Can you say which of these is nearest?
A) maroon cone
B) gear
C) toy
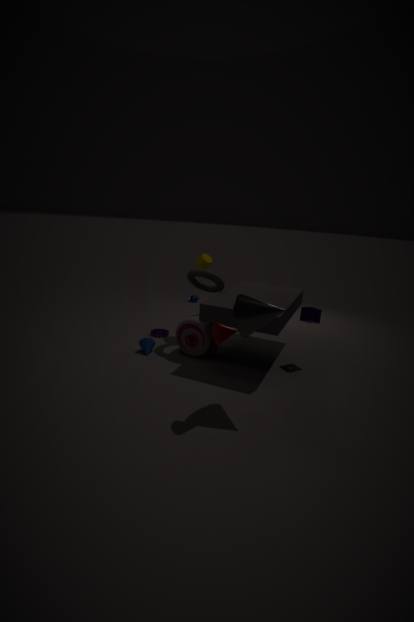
maroon cone
